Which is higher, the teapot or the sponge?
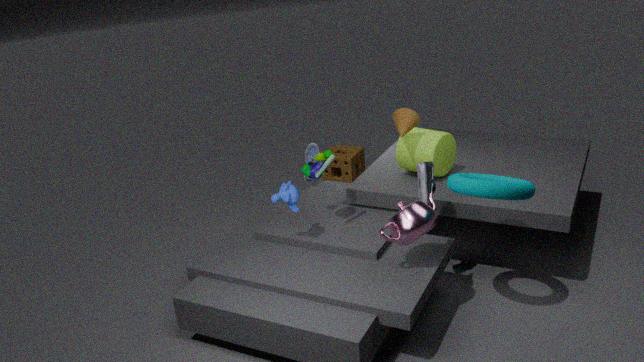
the teapot
